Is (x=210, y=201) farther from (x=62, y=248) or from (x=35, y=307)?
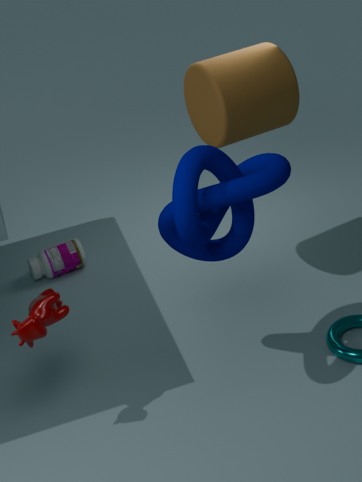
(x=62, y=248)
